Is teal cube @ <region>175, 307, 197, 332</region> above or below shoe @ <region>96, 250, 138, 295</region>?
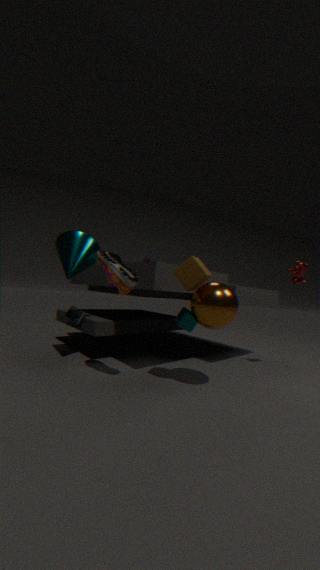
A: below
